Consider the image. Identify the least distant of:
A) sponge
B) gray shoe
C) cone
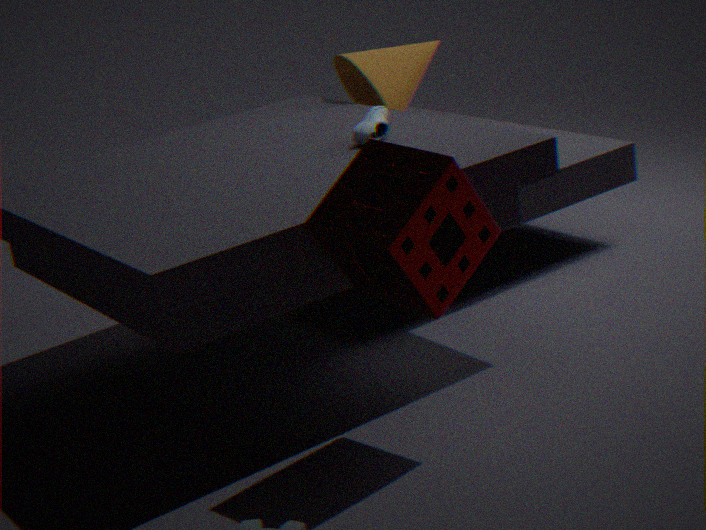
sponge
